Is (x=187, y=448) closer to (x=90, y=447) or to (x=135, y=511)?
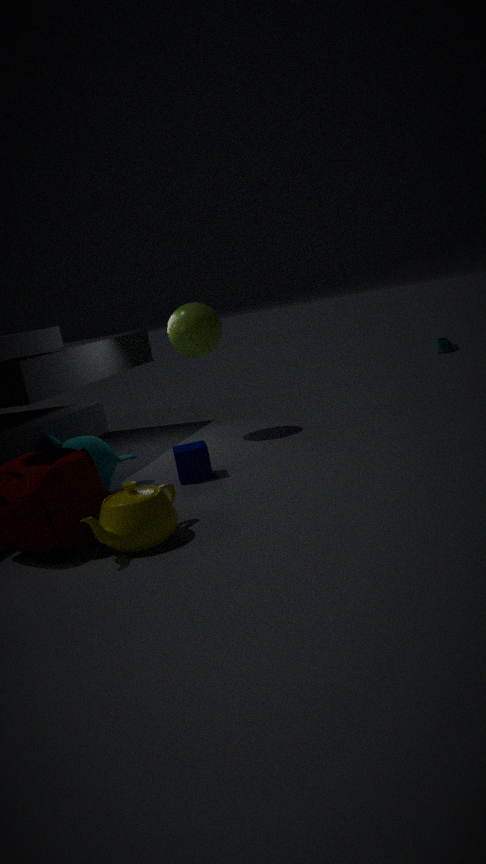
(x=90, y=447)
